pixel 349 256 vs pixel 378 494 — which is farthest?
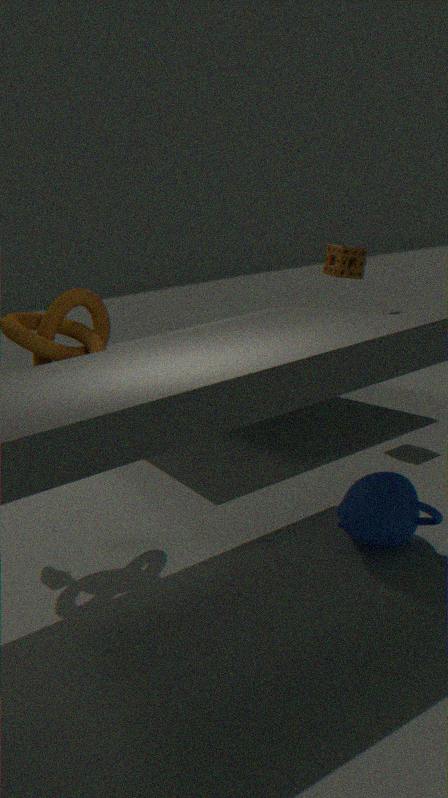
pixel 349 256
